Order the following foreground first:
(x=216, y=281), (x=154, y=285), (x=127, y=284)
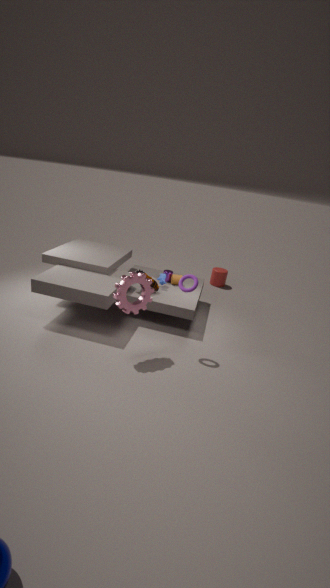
(x=127, y=284)
(x=154, y=285)
(x=216, y=281)
